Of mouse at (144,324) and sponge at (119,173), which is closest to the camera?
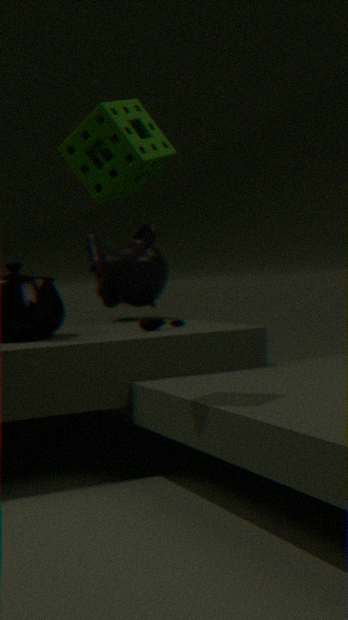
sponge at (119,173)
